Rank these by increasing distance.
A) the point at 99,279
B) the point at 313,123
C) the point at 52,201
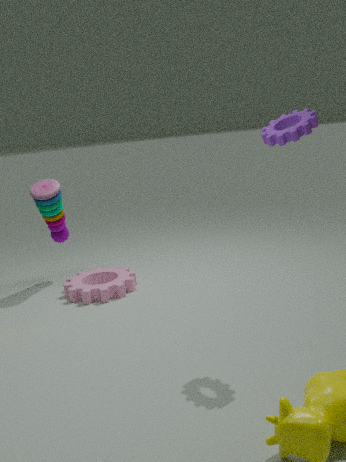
the point at 313,123, the point at 52,201, the point at 99,279
